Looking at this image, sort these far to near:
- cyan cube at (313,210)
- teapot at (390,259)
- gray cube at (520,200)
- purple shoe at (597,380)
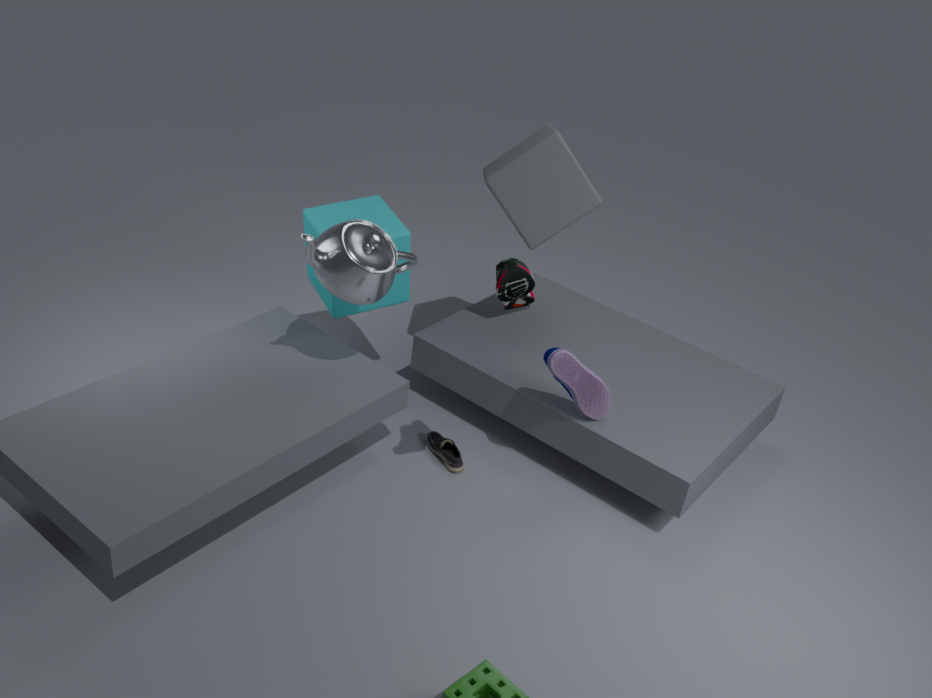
1. cyan cube at (313,210)
2. gray cube at (520,200)
3. purple shoe at (597,380)
4. teapot at (390,259)
